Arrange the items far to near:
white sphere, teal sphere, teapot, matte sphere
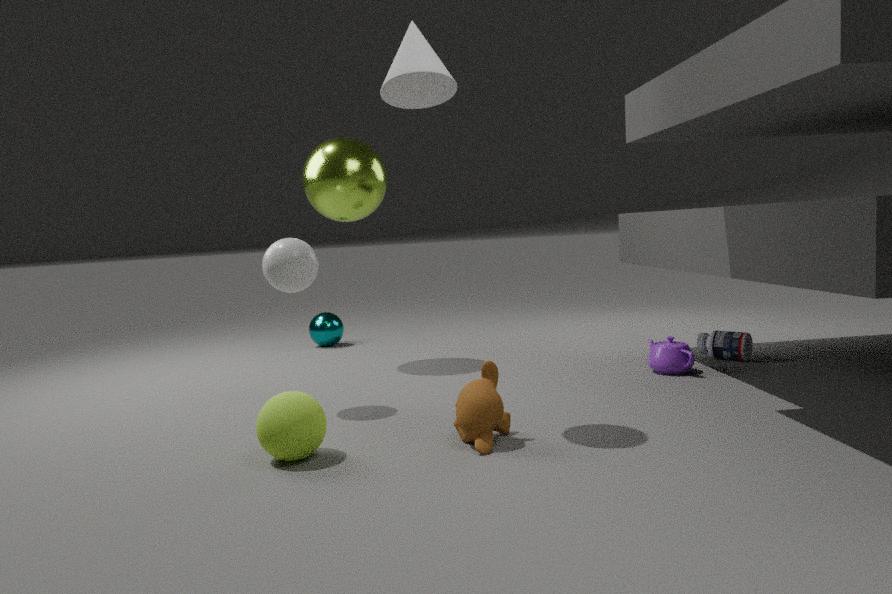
teal sphere
teapot
white sphere
matte sphere
